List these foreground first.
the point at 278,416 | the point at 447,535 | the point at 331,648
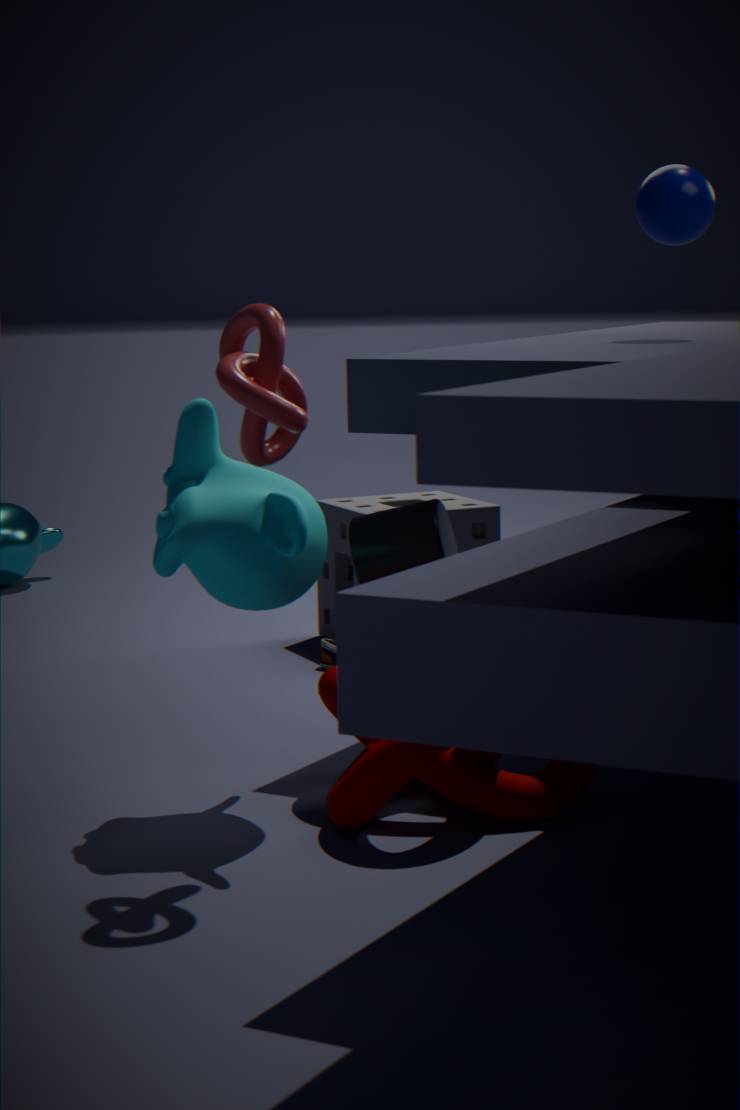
the point at 278,416 → the point at 447,535 → the point at 331,648
